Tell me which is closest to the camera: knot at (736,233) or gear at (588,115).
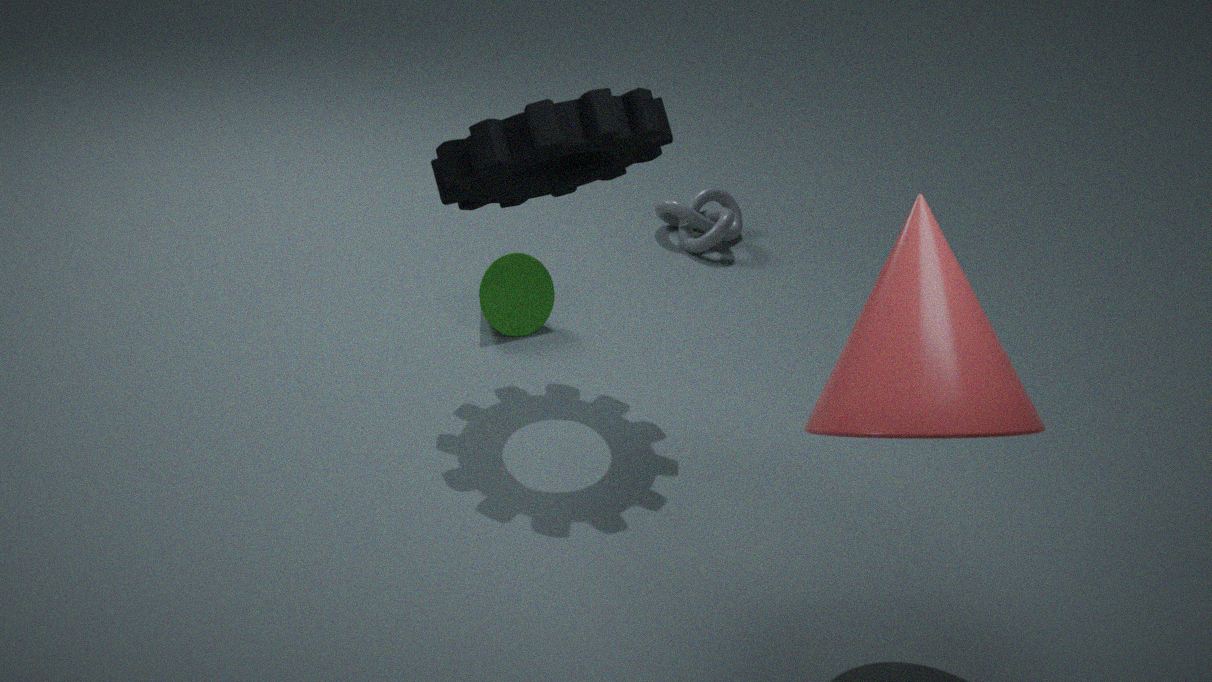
gear at (588,115)
